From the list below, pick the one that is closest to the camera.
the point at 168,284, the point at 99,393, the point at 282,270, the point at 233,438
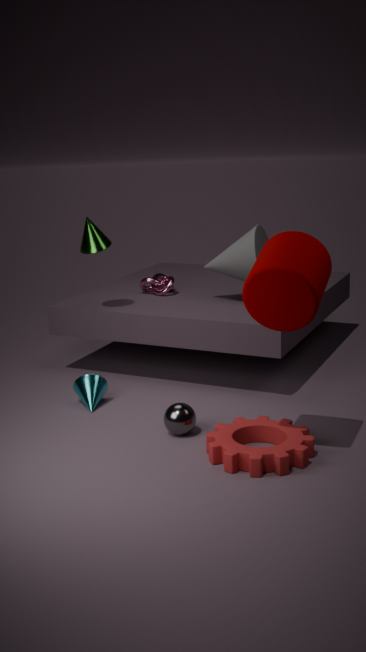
the point at 282,270
